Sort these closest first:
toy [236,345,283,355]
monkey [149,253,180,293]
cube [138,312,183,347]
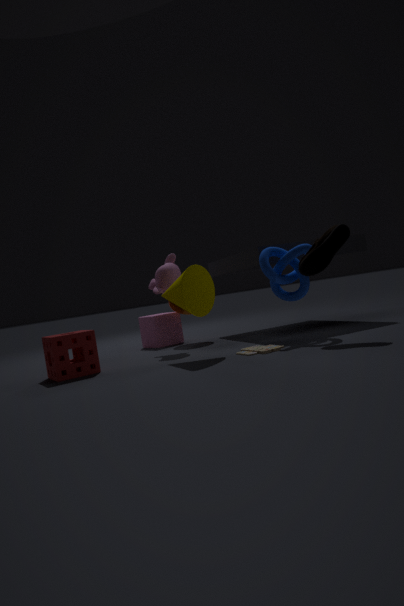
1. toy [236,345,283,355]
2. monkey [149,253,180,293]
3. cube [138,312,183,347]
